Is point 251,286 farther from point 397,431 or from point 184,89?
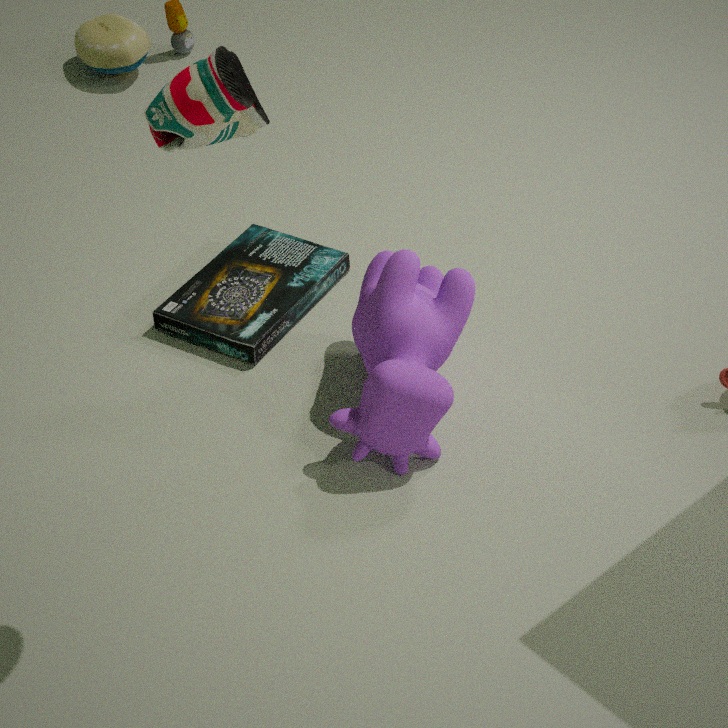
point 184,89
